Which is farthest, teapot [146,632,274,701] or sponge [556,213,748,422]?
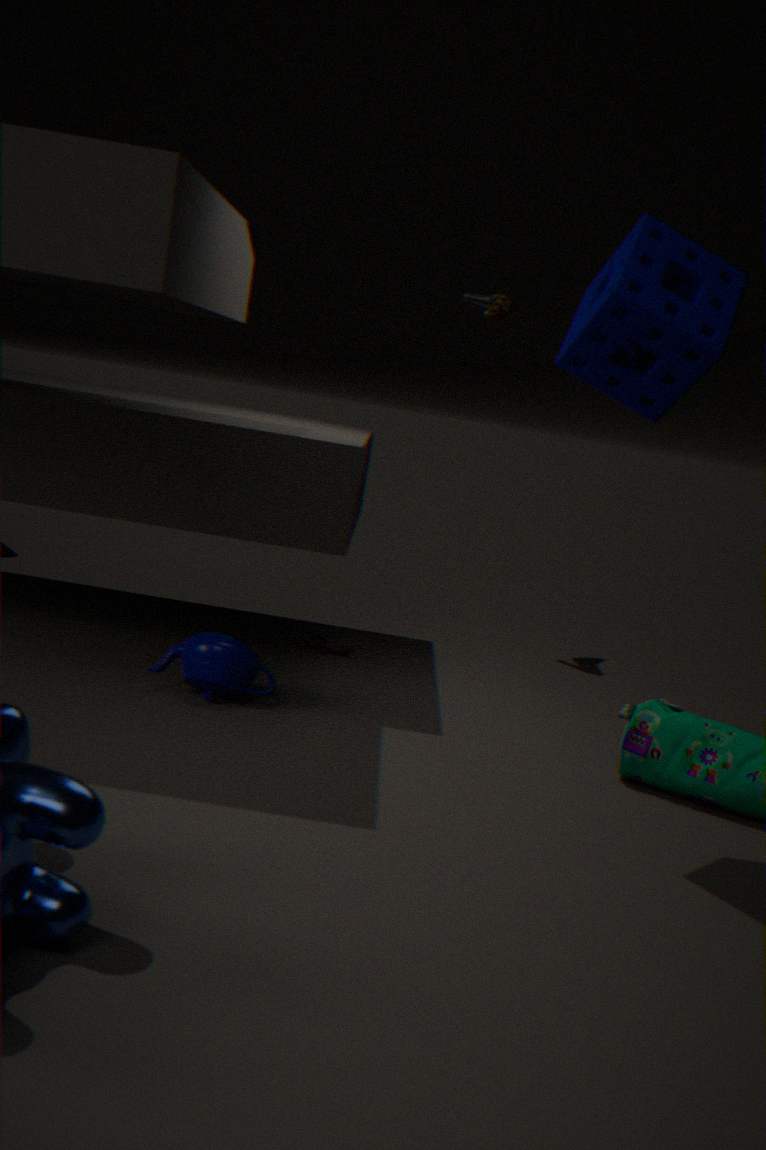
teapot [146,632,274,701]
